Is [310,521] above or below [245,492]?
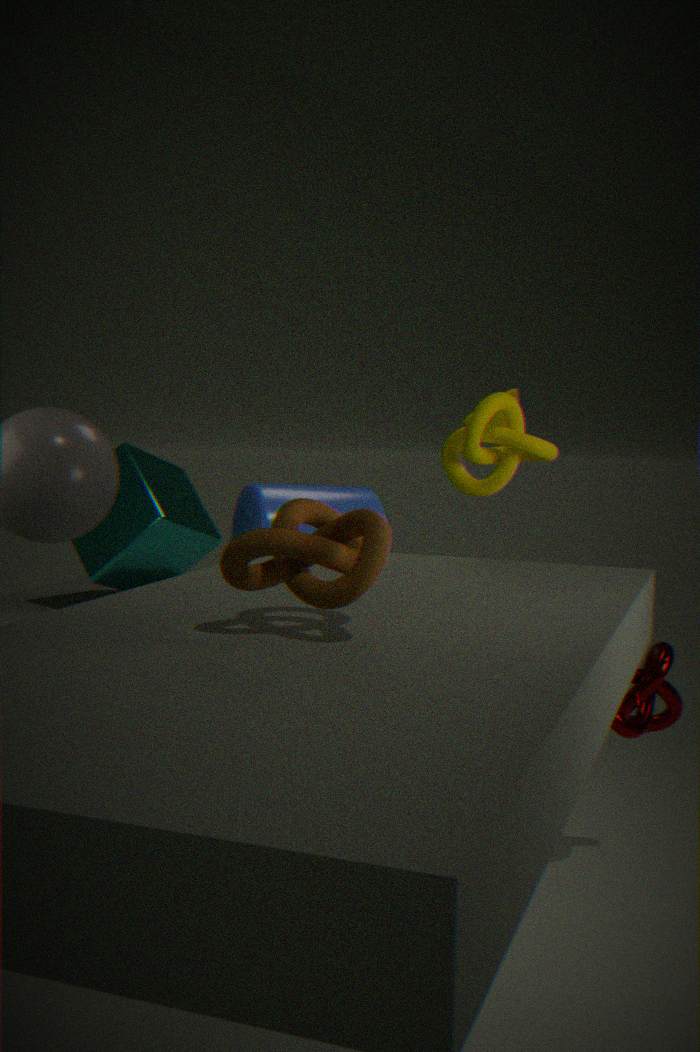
above
